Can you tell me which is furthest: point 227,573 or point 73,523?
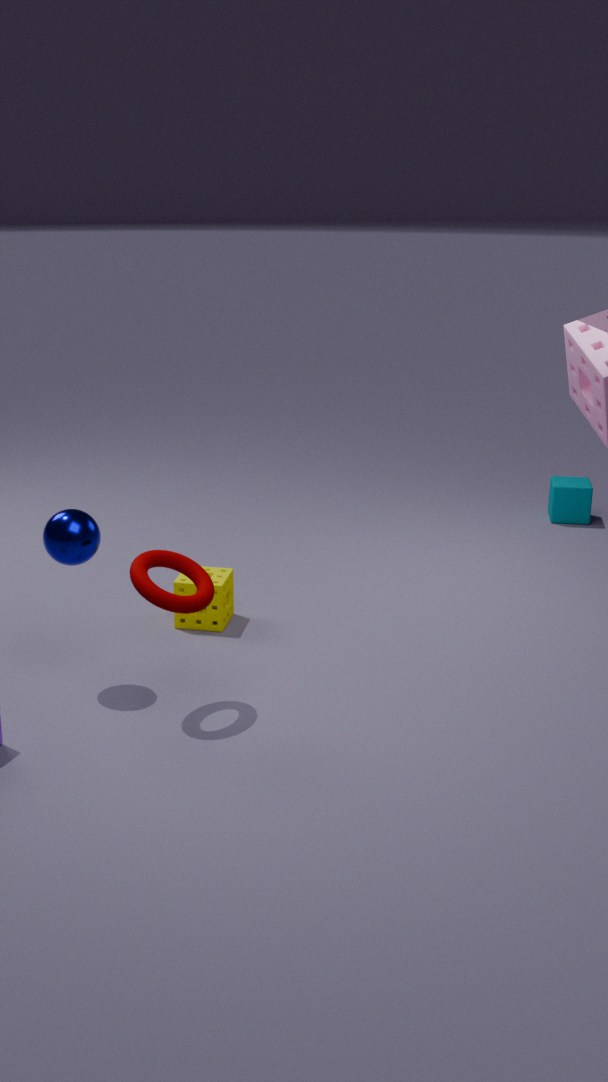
point 227,573
